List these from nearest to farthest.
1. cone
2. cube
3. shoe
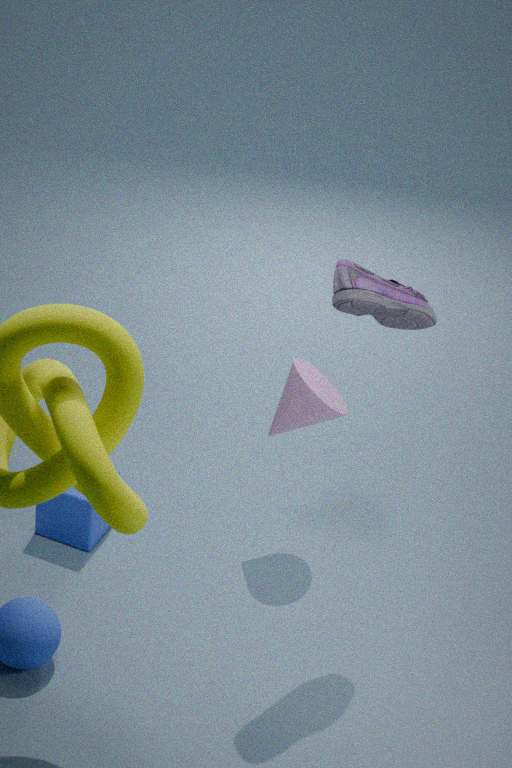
shoe, cone, cube
